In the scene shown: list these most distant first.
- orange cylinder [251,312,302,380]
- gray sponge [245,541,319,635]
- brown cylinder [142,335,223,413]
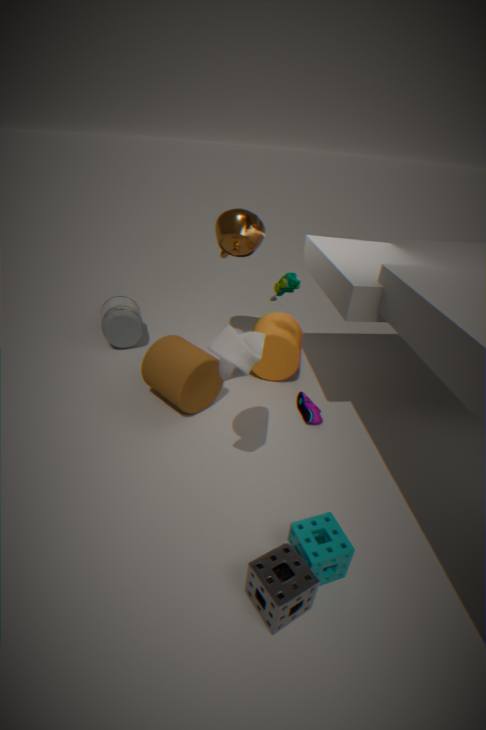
orange cylinder [251,312,302,380] < brown cylinder [142,335,223,413] < gray sponge [245,541,319,635]
